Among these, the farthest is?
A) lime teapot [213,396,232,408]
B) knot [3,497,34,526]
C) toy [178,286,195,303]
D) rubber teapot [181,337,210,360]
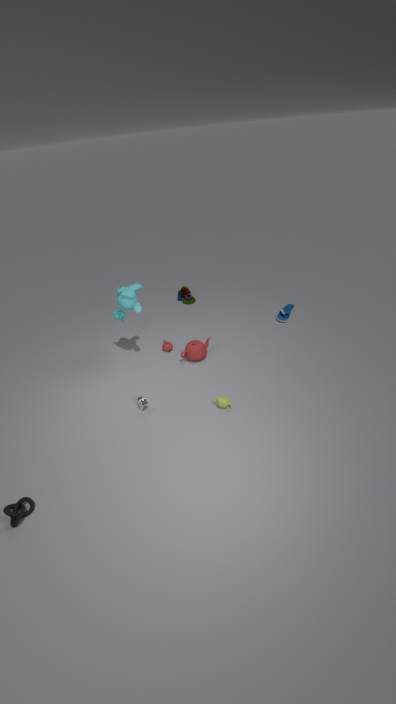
toy [178,286,195,303]
